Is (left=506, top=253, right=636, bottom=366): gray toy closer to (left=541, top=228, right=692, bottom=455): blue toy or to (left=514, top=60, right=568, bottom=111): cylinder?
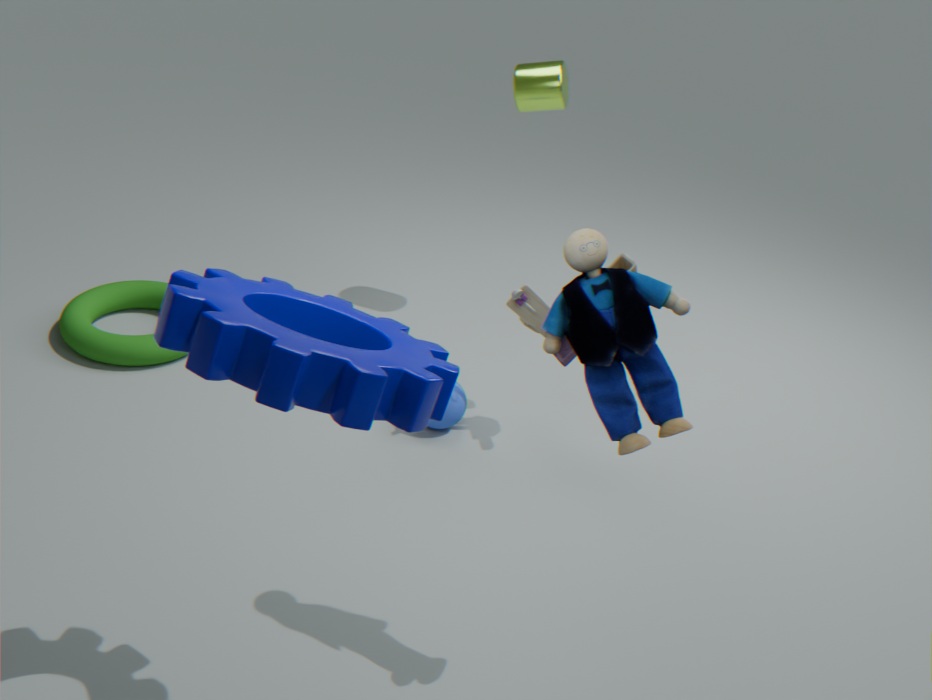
(left=514, top=60, right=568, bottom=111): cylinder
